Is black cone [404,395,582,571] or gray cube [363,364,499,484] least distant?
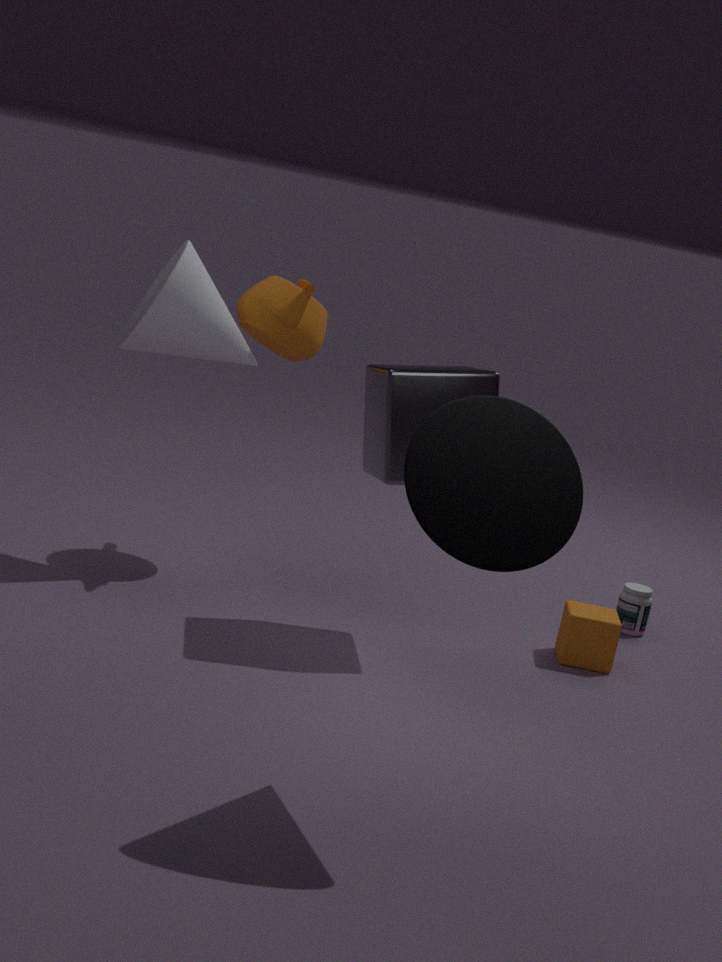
black cone [404,395,582,571]
